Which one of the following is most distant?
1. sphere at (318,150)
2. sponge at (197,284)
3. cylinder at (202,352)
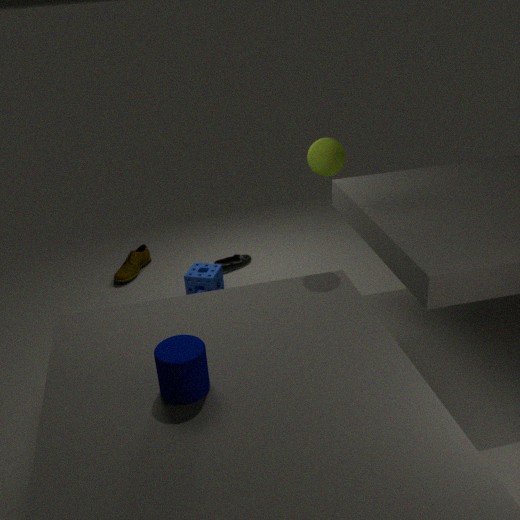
sponge at (197,284)
